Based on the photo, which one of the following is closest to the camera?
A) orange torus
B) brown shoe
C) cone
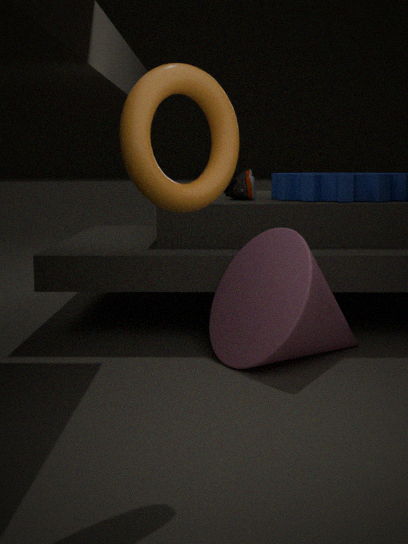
orange torus
